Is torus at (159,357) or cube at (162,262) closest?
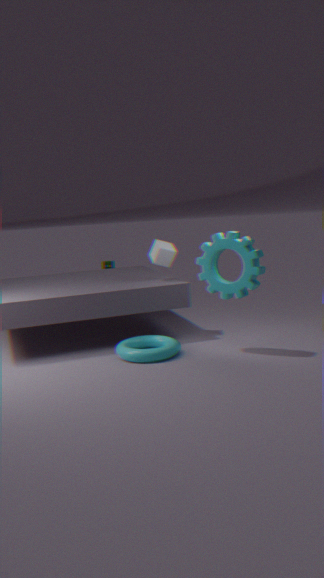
torus at (159,357)
